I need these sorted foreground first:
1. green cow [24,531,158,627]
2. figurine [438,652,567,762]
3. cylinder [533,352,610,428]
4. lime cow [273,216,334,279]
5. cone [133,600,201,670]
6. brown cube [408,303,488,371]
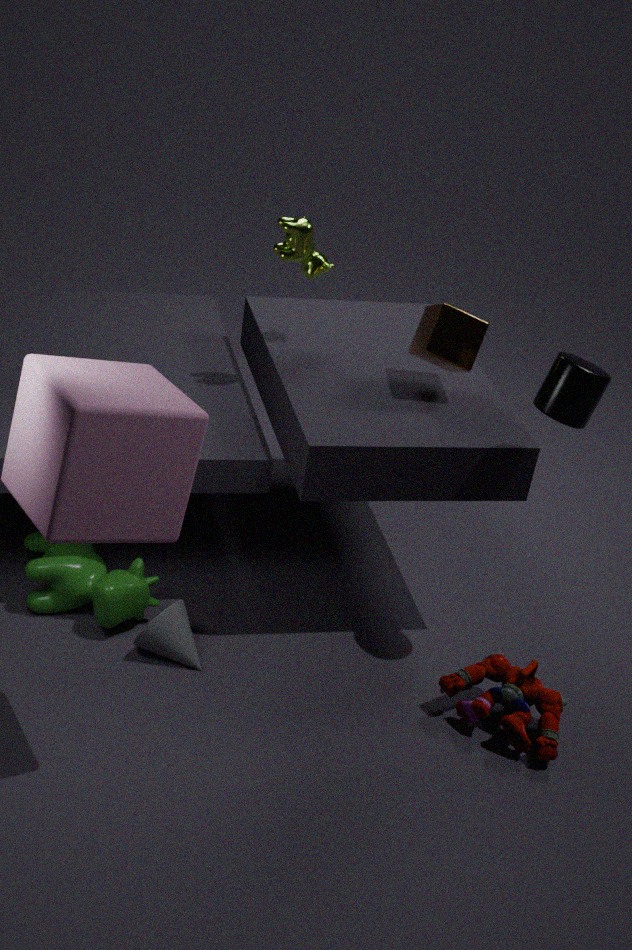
1. cylinder [533,352,610,428]
2. figurine [438,652,567,762]
3. cone [133,600,201,670]
4. green cow [24,531,158,627]
5. brown cube [408,303,488,371]
6. lime cow [273,216,334,279]
